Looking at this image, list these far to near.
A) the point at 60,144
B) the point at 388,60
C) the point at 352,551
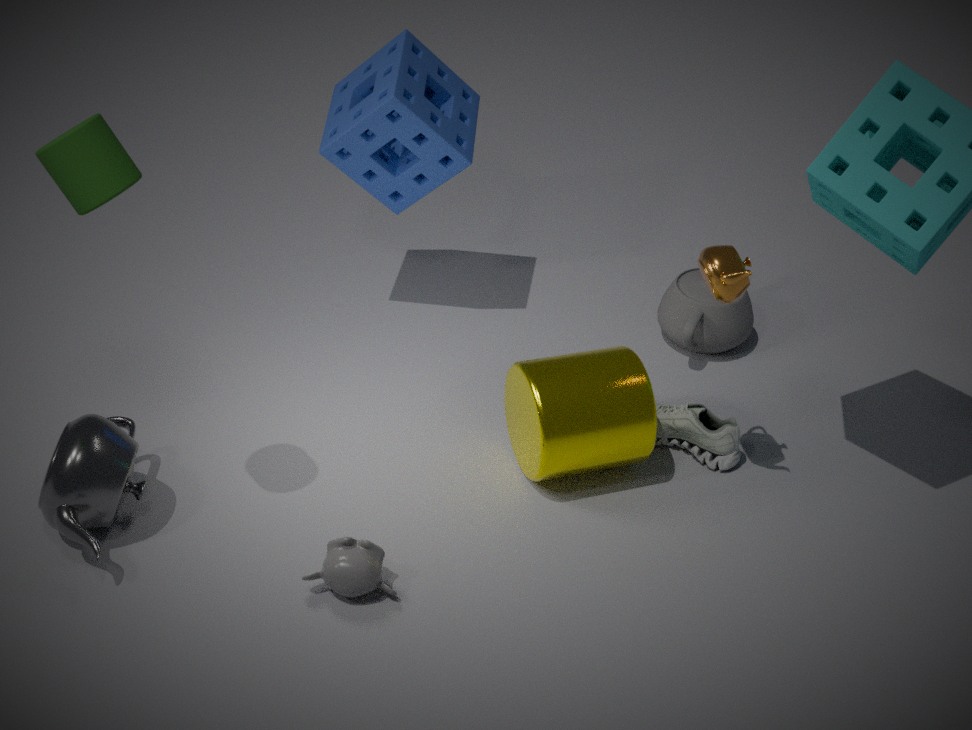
the point at 388,60, the point at 352,551, the point at 60,144
